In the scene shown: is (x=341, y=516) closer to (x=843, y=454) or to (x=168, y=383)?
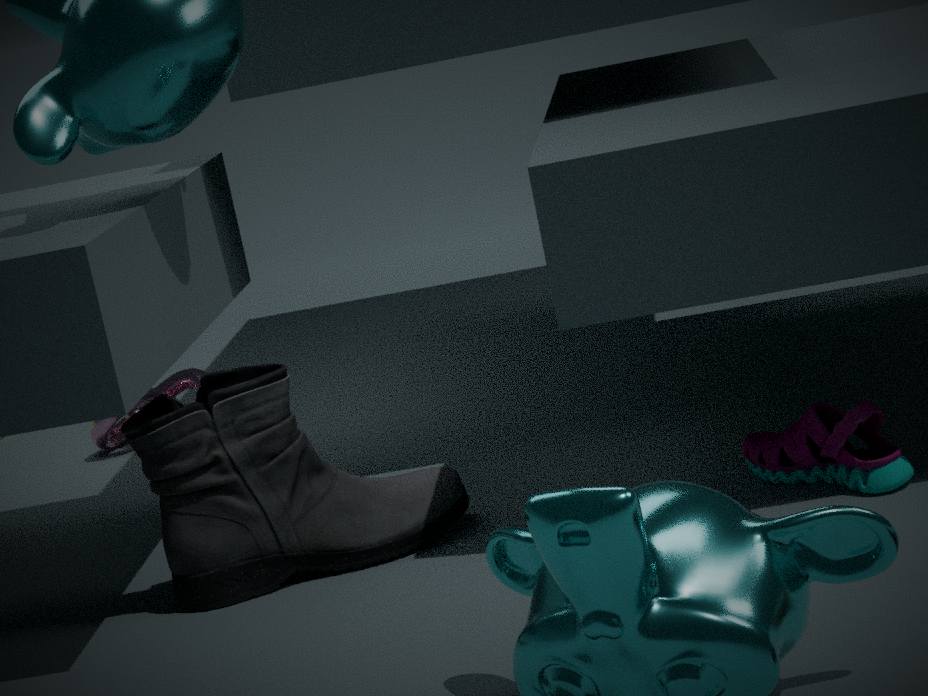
(x=843, y=454)
